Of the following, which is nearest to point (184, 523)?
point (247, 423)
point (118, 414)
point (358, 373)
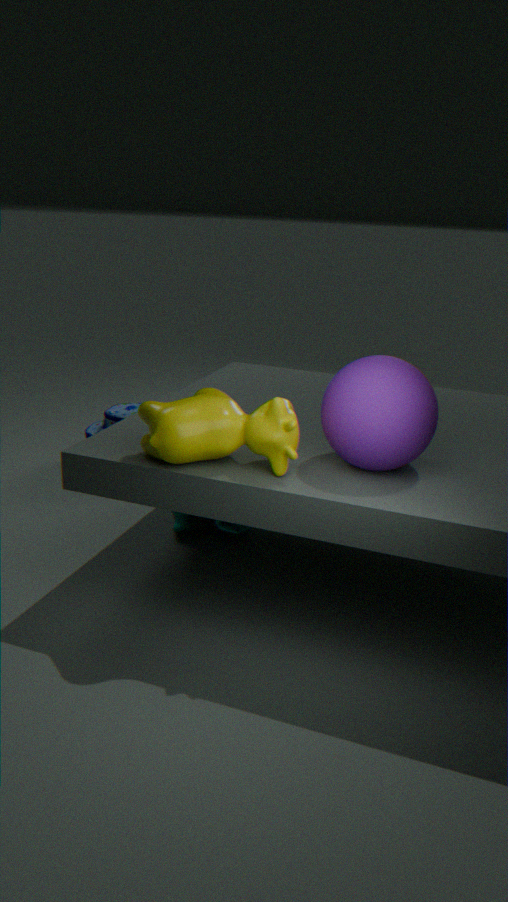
point (118, 414)
